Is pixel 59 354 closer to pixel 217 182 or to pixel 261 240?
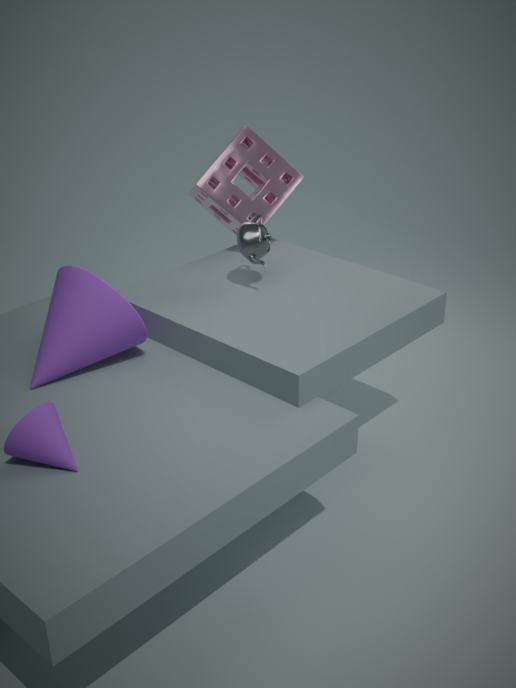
pixel 261 240
